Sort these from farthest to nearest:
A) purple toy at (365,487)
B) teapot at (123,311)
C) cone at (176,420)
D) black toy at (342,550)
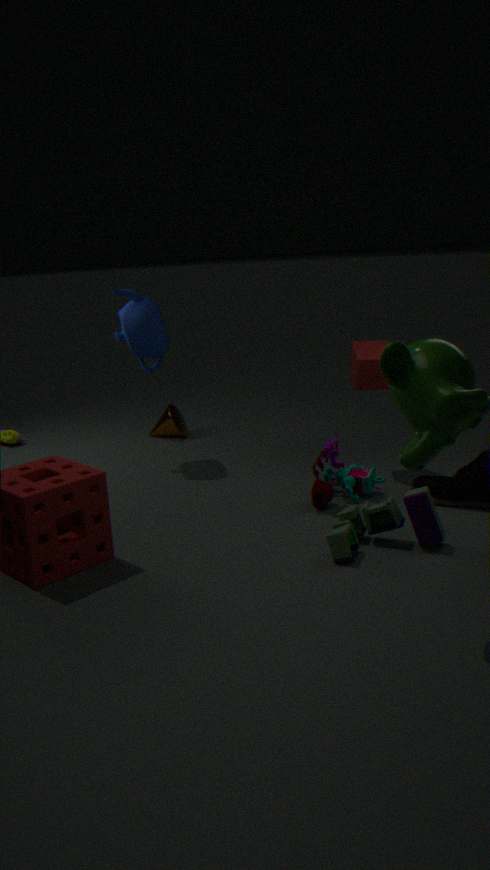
cone at (176,420) < teapot at (123,311) < purple toy at (365,487) < black toy at (342,550)
